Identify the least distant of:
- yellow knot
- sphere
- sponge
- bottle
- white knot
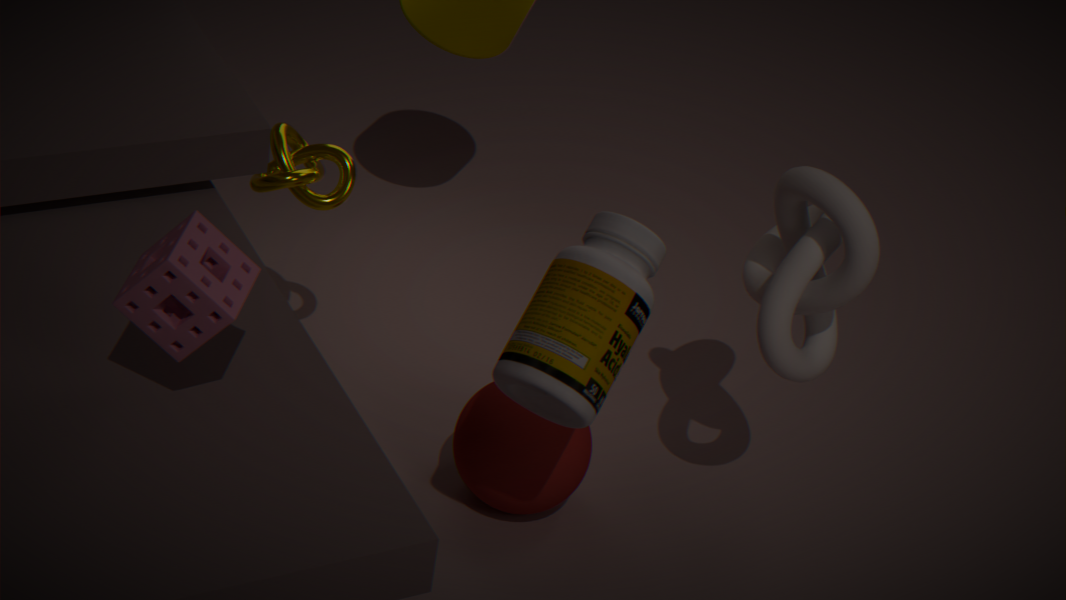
sponge
